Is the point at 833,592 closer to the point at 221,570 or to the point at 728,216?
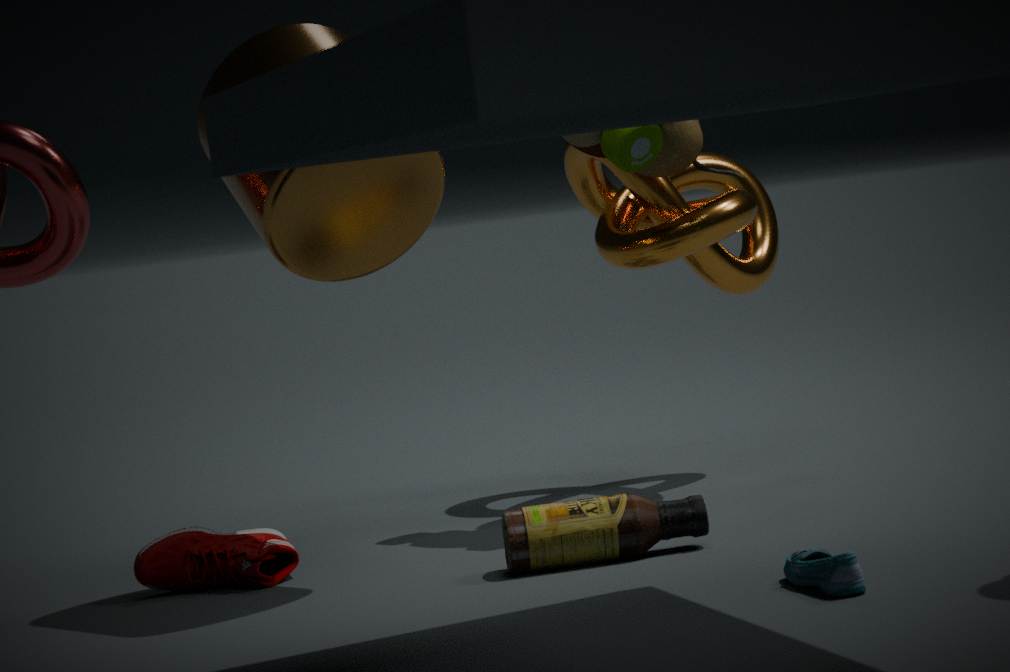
the point at 221,570
